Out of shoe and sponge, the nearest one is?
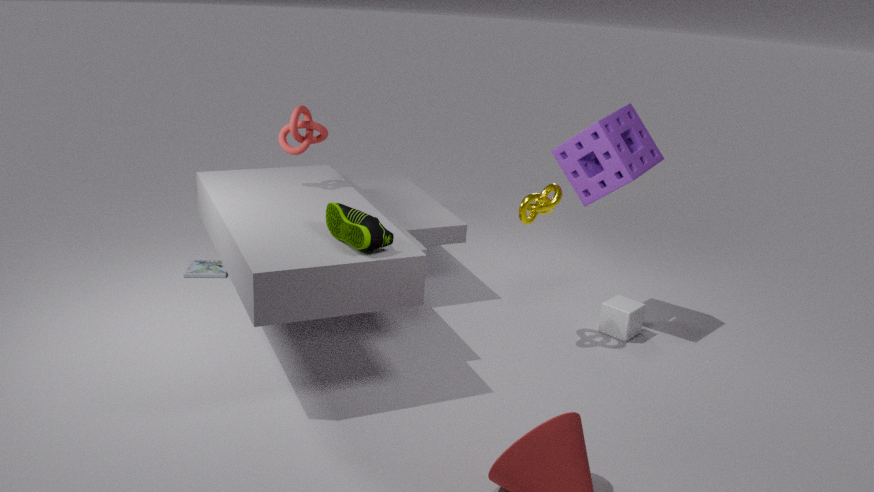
shoe
